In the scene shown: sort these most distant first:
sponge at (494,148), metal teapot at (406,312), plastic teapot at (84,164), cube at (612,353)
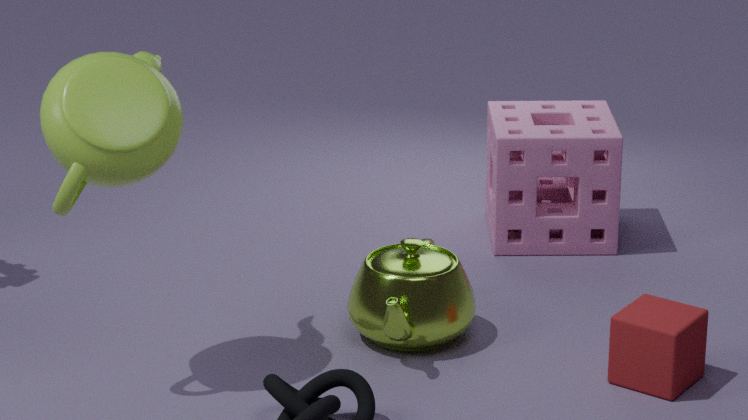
sponge at (494,148) → metal teapot at (406,312) → cube at (612,353) → plastic teapot at (84,164)
